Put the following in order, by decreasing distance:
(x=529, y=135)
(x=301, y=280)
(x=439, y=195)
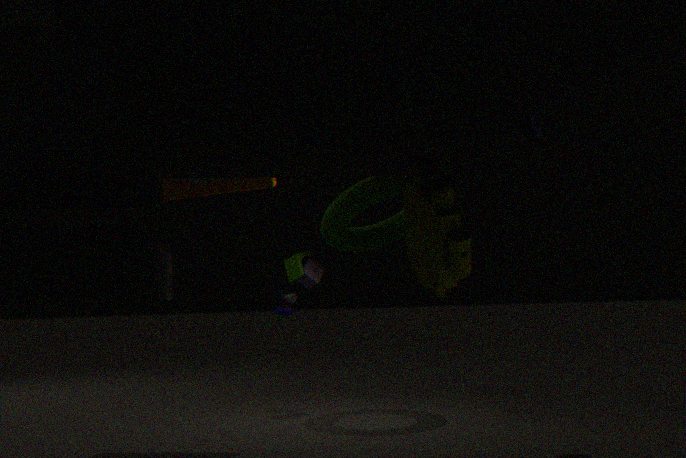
(x=301, y=280) → (x=529, y=135) → (x=439, y=195)
